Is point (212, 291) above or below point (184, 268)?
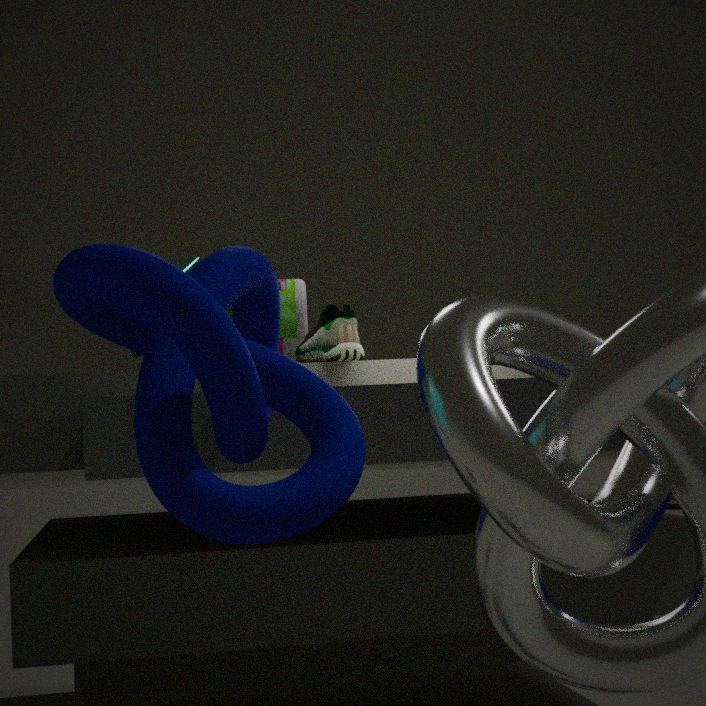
below
